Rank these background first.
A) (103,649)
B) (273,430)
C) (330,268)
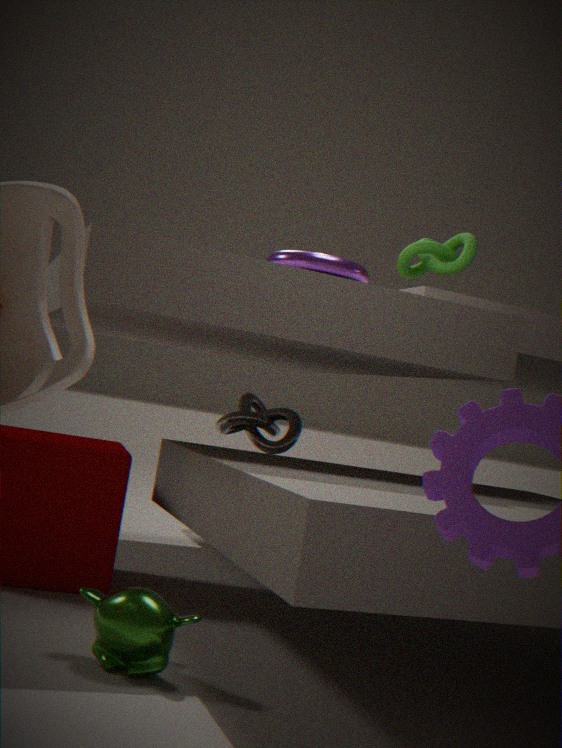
(273,430)
(330,268)
(103,649)
